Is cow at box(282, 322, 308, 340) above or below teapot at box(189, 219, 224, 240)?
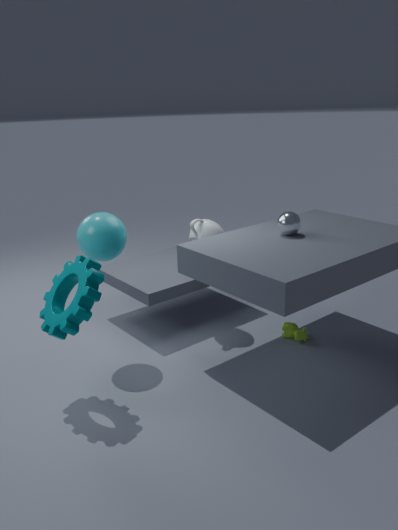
below
